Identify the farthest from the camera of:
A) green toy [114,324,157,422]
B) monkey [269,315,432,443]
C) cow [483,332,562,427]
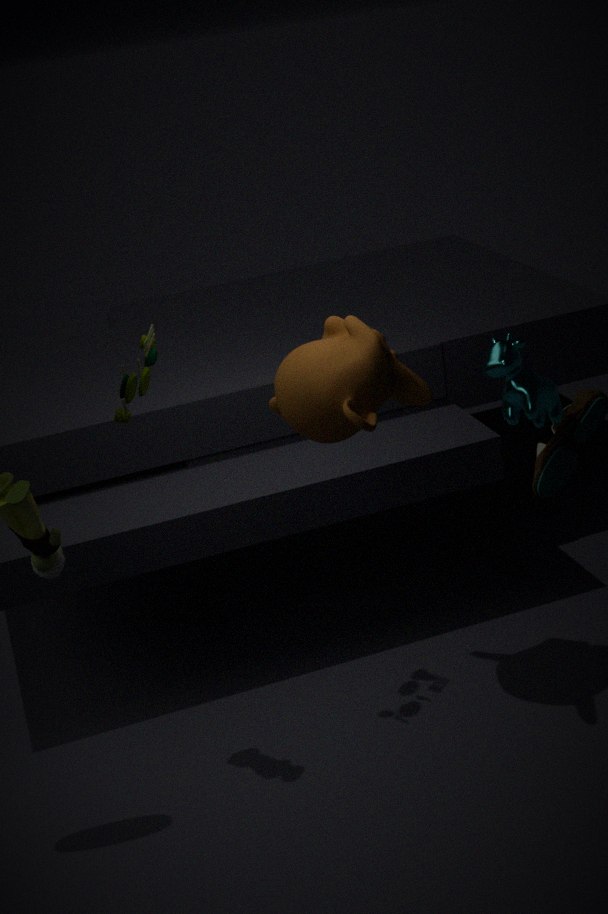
cow [483,332,562,427]
